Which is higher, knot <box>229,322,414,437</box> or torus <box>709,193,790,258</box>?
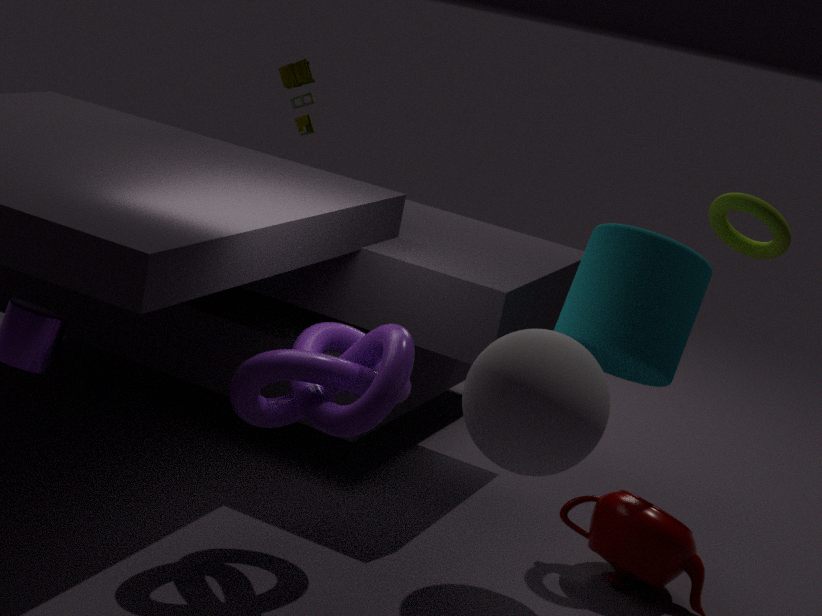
torus <box>709,193,790,258</box>
